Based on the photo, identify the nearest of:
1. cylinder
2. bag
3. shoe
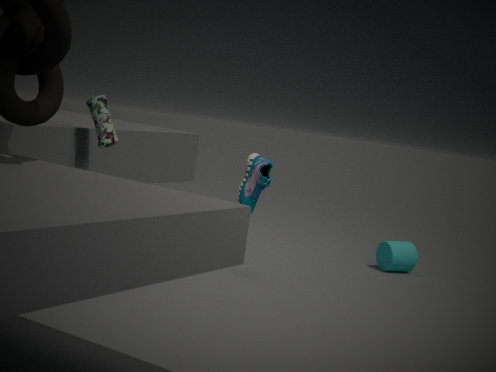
bag
